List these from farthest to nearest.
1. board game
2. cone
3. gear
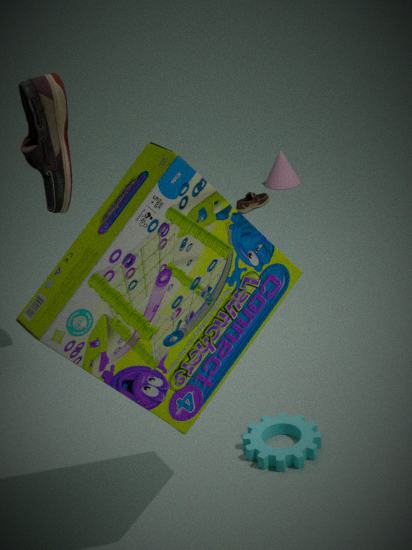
cone → gear → board game
